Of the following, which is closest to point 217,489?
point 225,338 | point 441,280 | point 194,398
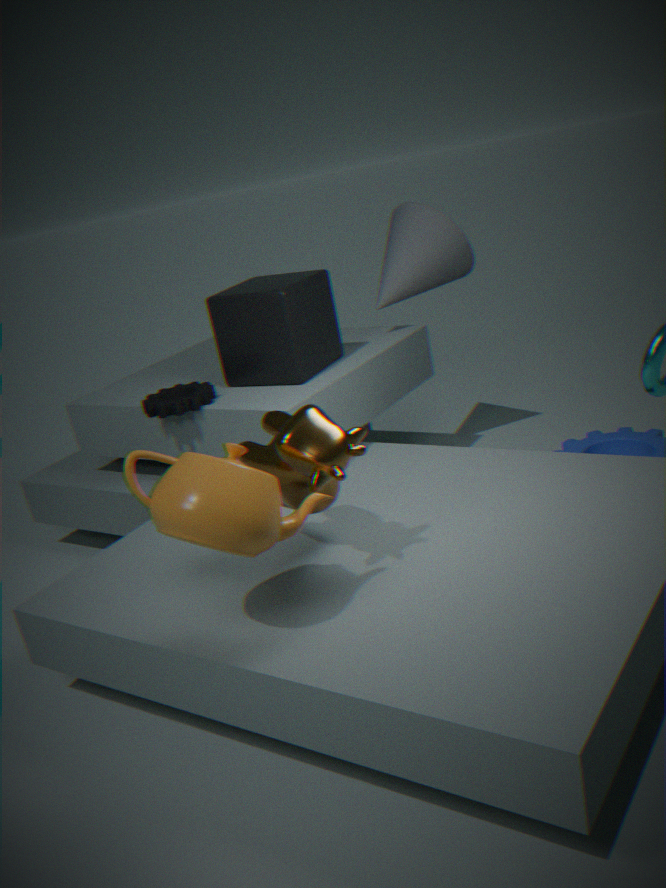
point 194,398
